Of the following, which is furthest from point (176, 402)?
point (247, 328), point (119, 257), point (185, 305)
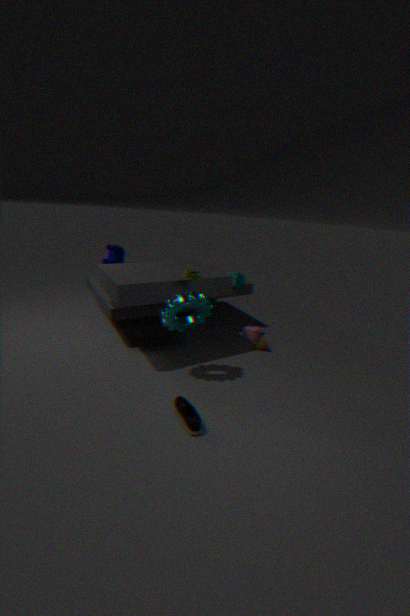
point (119, 257)
